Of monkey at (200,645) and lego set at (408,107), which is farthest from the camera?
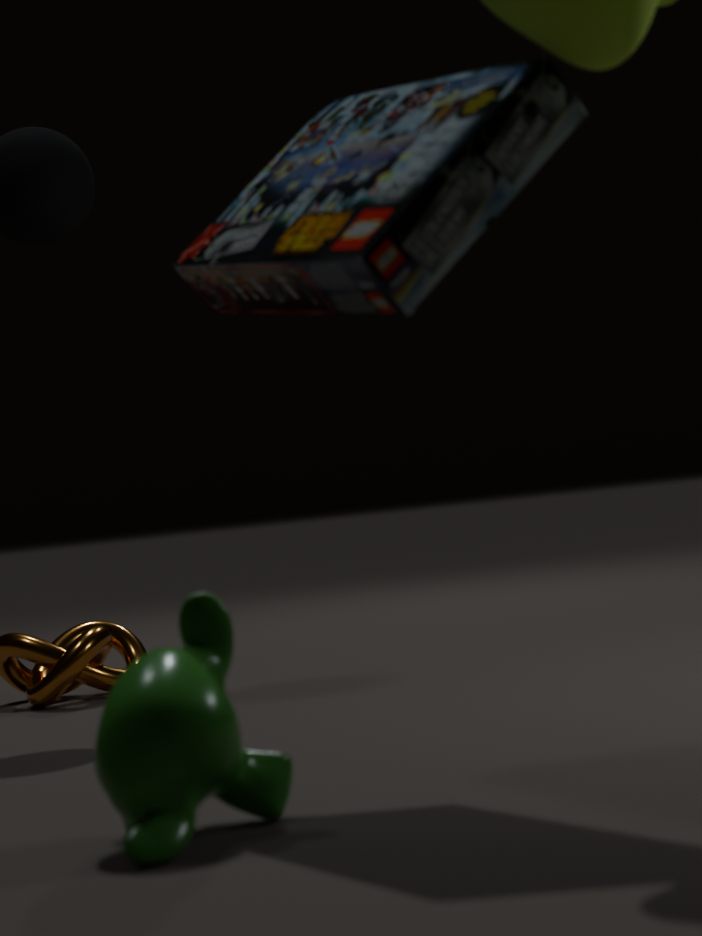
lego set at (408,107)
